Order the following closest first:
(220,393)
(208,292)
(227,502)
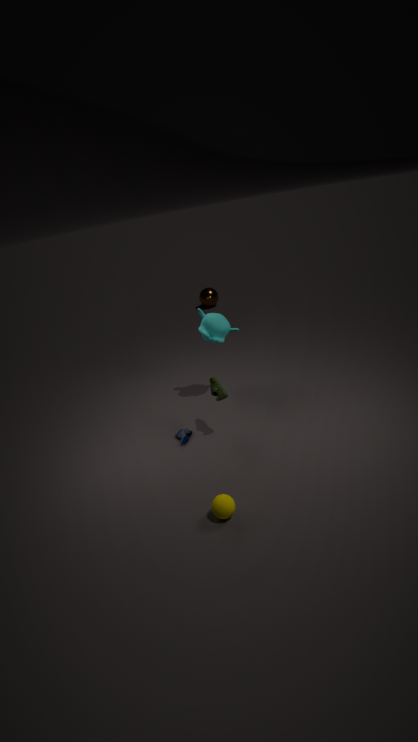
(227,502), (220,393), (208,292)
